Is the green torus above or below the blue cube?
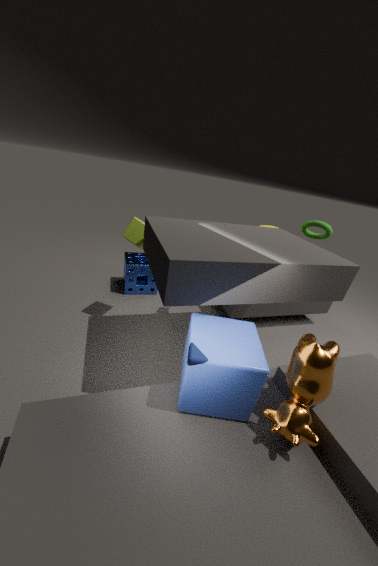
above
